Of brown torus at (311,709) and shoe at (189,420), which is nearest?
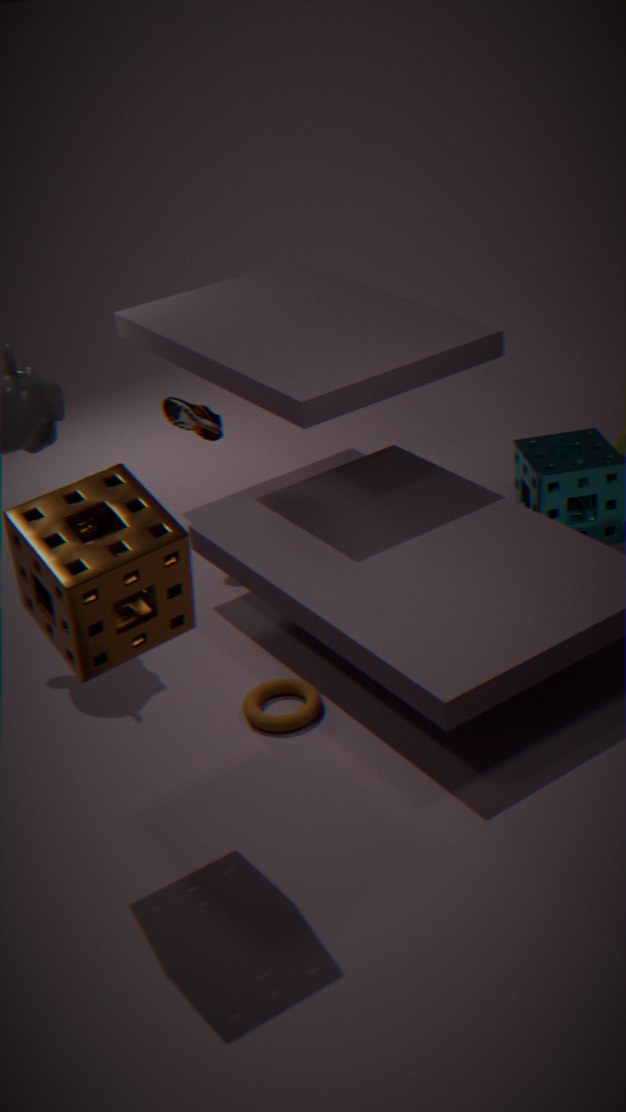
brown torus at (311,709)
